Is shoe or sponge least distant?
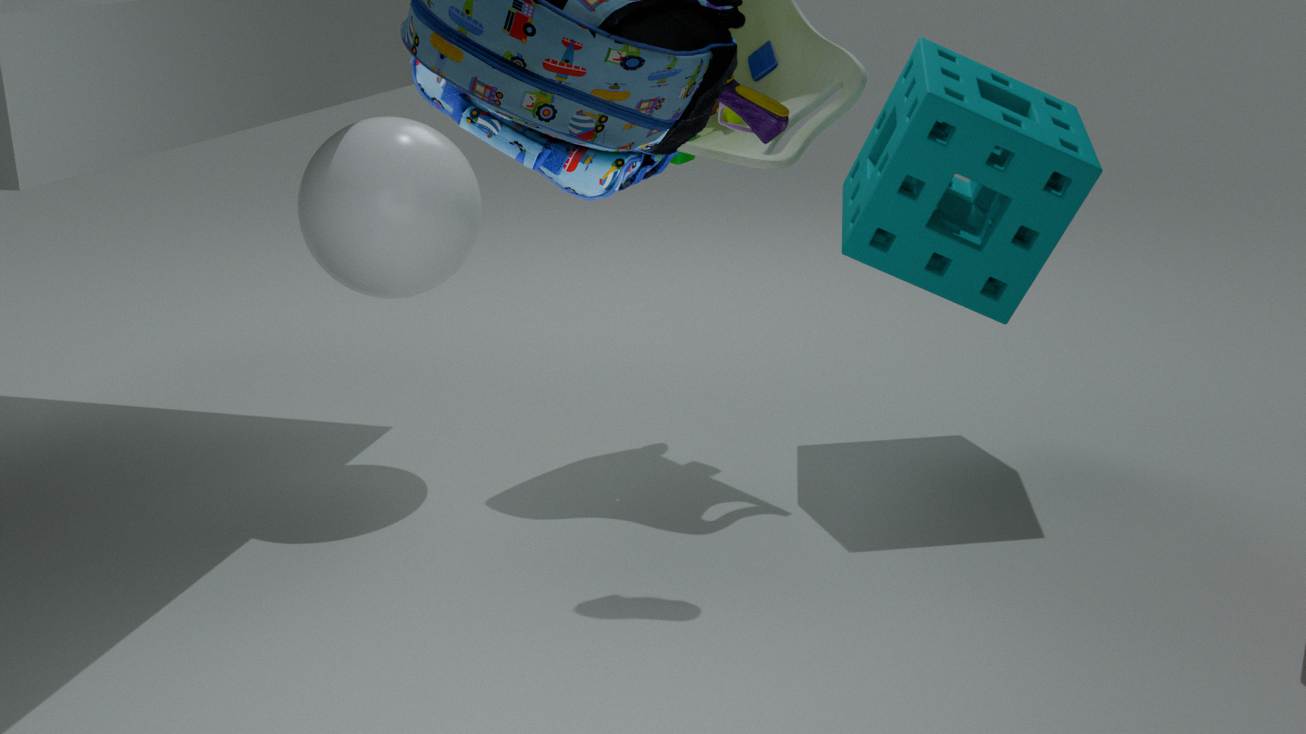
shoe
